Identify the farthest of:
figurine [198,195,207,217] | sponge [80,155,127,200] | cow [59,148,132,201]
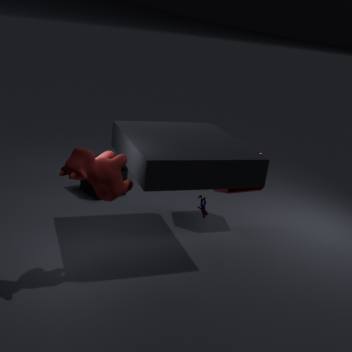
sponge [80,155,127,200]
